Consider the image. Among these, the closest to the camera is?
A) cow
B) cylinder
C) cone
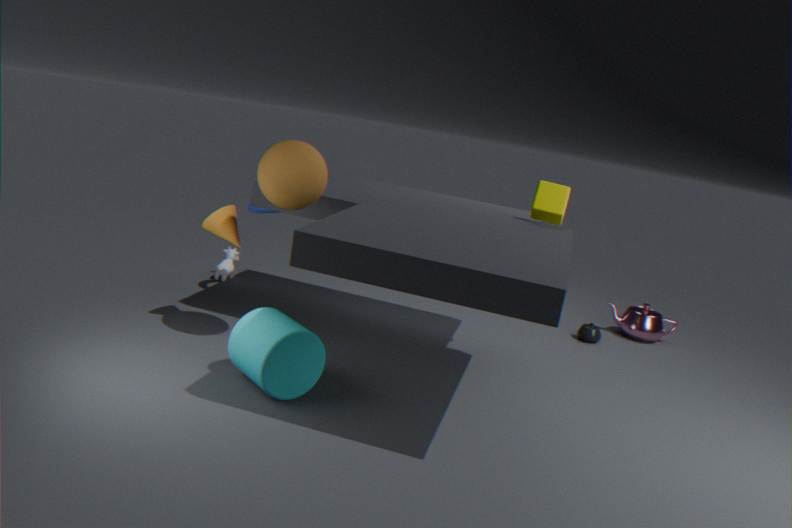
cylinder
